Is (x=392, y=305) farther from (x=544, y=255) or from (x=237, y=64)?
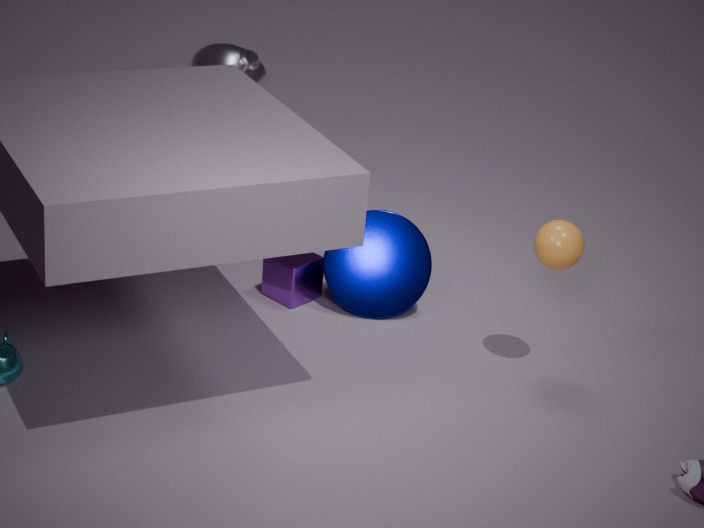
(x=237, y=64)
